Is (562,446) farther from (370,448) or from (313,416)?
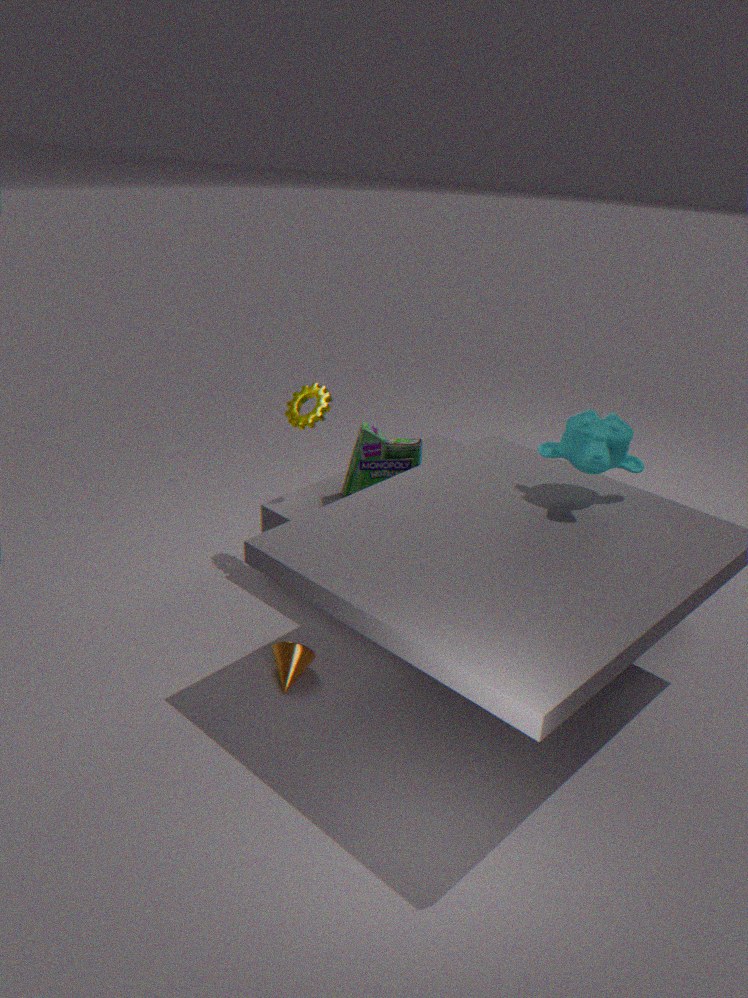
(313,416)
